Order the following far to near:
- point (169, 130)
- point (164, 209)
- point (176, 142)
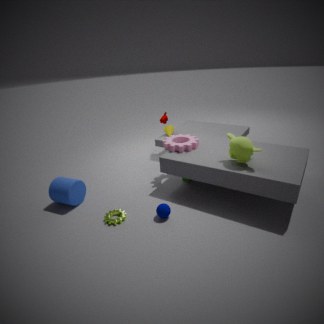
point (169, 130) < point (176, 142) < point (164, 209)
